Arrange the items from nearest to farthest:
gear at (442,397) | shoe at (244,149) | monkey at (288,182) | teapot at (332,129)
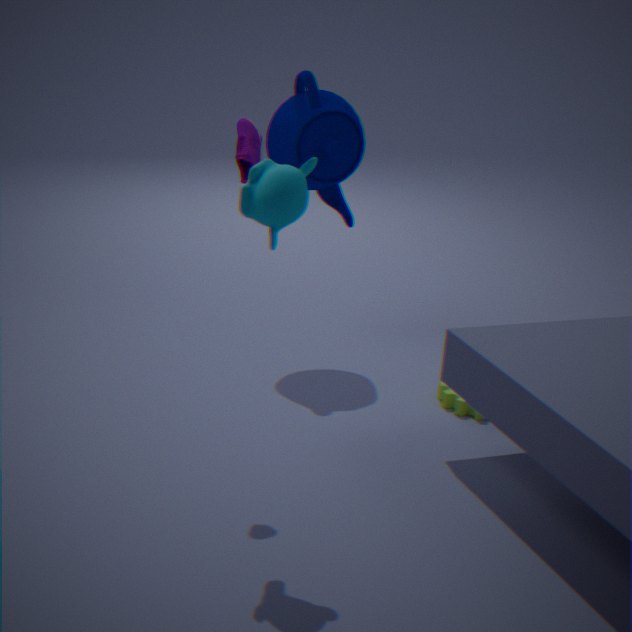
1. monkey at (288,182)
2. shoe at (244,149)
3. gear at (442,397)
4. teapot at (332,129)
